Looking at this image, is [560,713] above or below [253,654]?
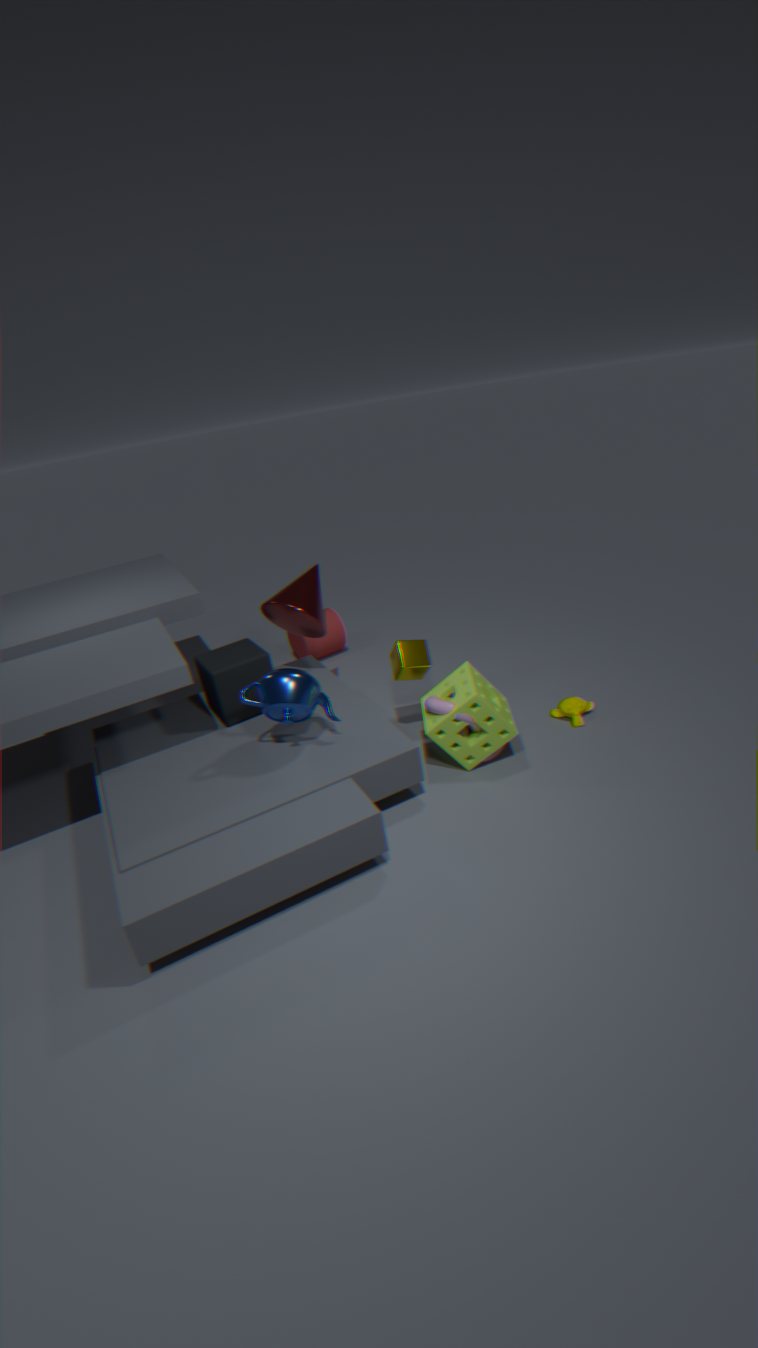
below
